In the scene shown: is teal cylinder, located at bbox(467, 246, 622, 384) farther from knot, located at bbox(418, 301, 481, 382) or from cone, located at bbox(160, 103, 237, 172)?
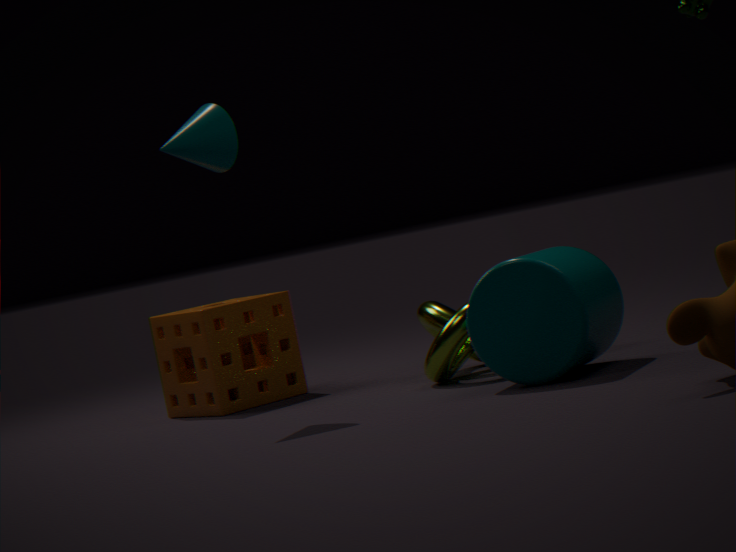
cone, located at bbox(160, 103, 237, 172)
